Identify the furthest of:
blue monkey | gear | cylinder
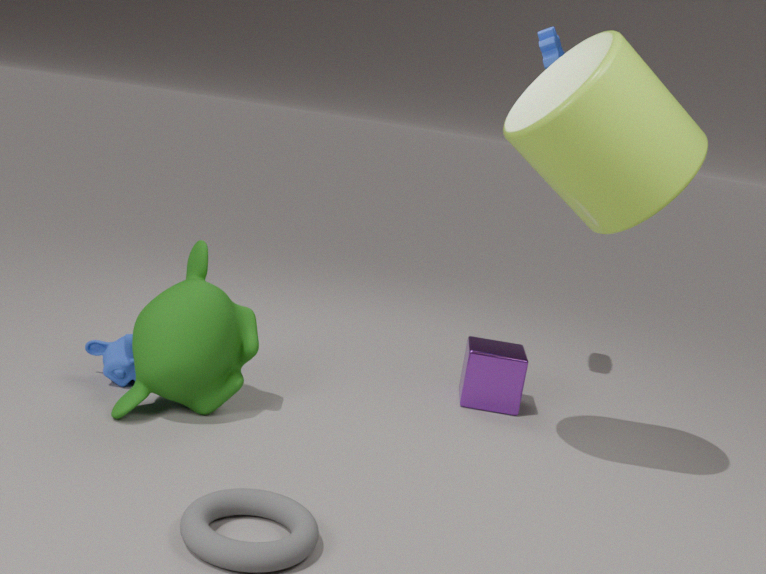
gear
